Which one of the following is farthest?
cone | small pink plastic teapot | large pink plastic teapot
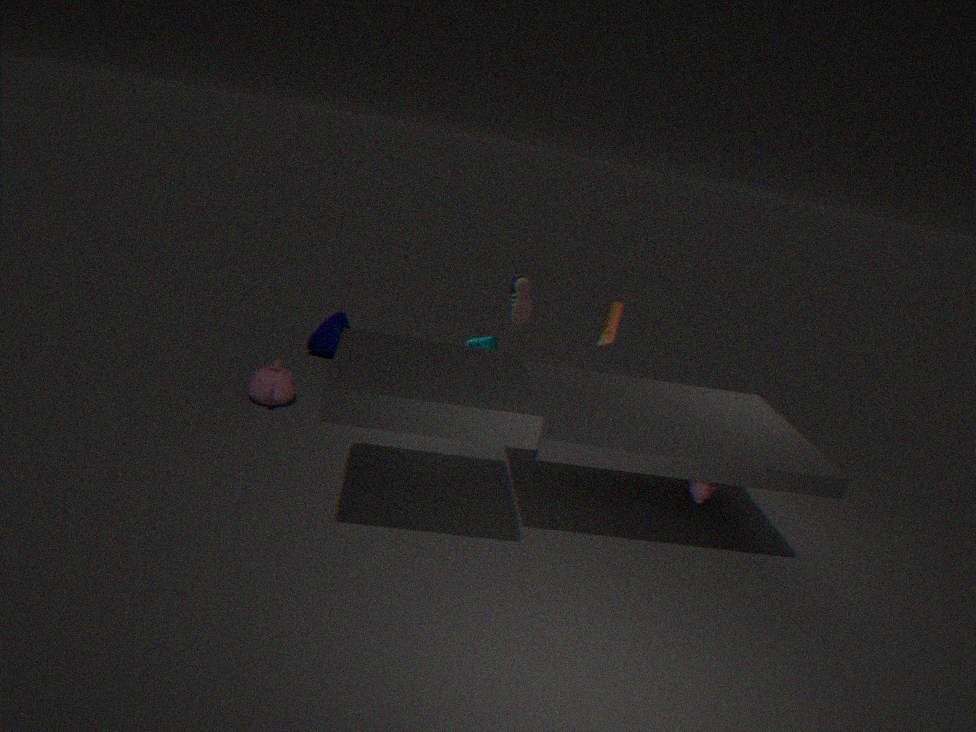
cone
